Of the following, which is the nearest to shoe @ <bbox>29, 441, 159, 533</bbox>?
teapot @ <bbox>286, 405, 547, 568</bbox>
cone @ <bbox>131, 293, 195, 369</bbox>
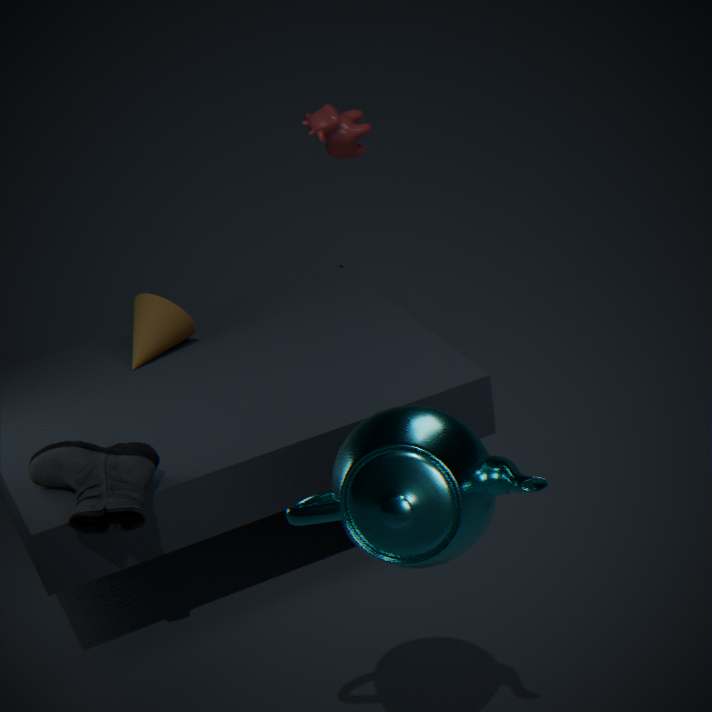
cone @ <bbox>131, 293, 195, 369</bbox>
